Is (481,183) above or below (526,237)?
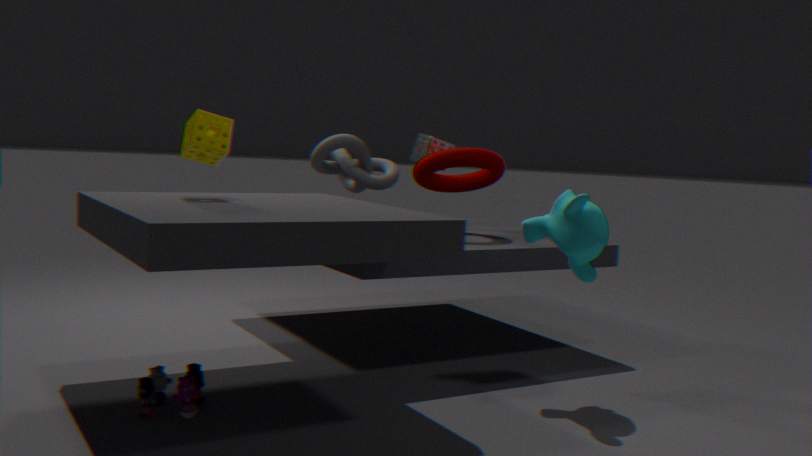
above
